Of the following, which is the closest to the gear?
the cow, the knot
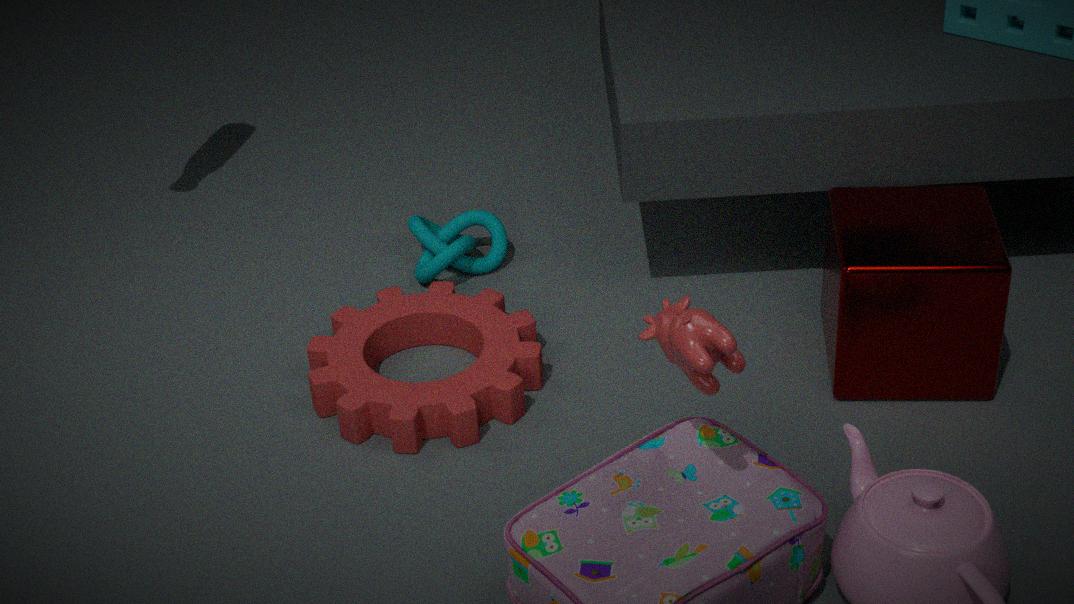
the knot
